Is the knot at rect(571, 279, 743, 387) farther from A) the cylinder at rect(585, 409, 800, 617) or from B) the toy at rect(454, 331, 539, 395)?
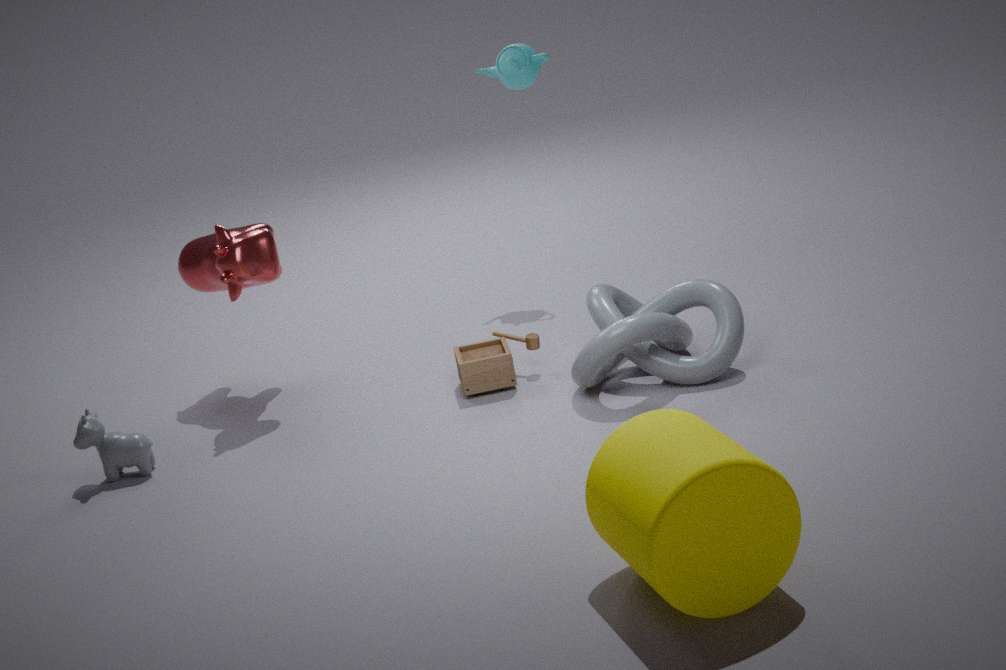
A) the cylinder at rect(585, 409, 800, 617)
